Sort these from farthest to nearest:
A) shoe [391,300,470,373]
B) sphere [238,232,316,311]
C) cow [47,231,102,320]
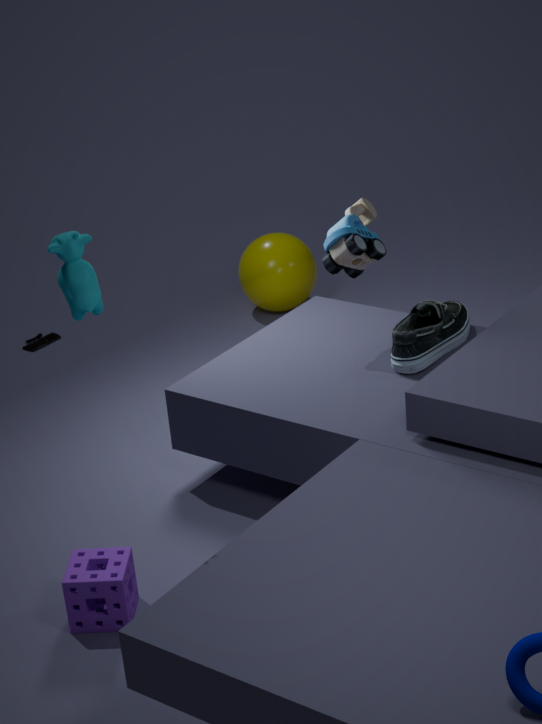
1. sphere [238,232,316,311]
2. shoe [391,300,470,373]
3. cow [47,231,102,320]
